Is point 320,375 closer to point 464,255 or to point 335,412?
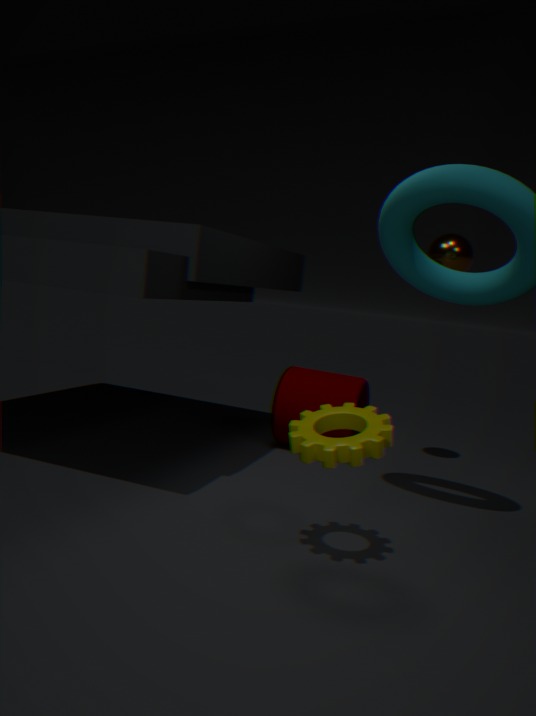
point 464,255
